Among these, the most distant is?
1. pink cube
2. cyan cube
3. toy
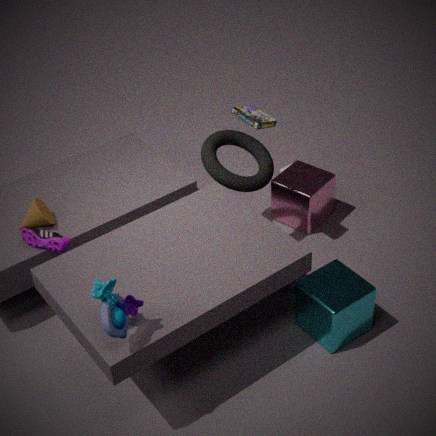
pink cube
